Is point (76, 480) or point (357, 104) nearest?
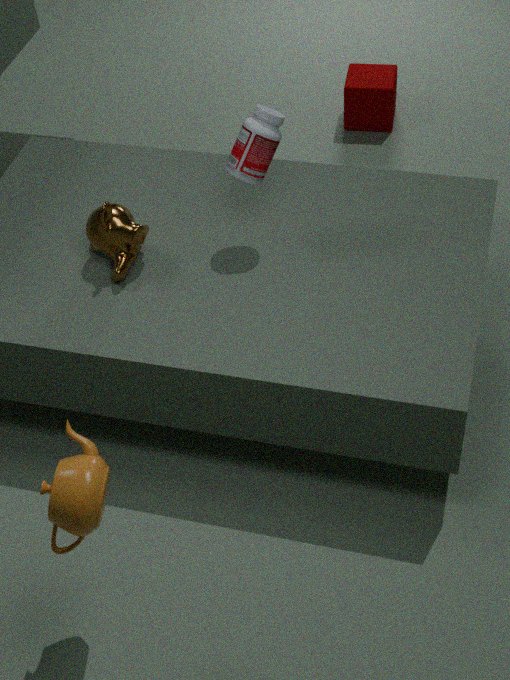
point (76, 480)
